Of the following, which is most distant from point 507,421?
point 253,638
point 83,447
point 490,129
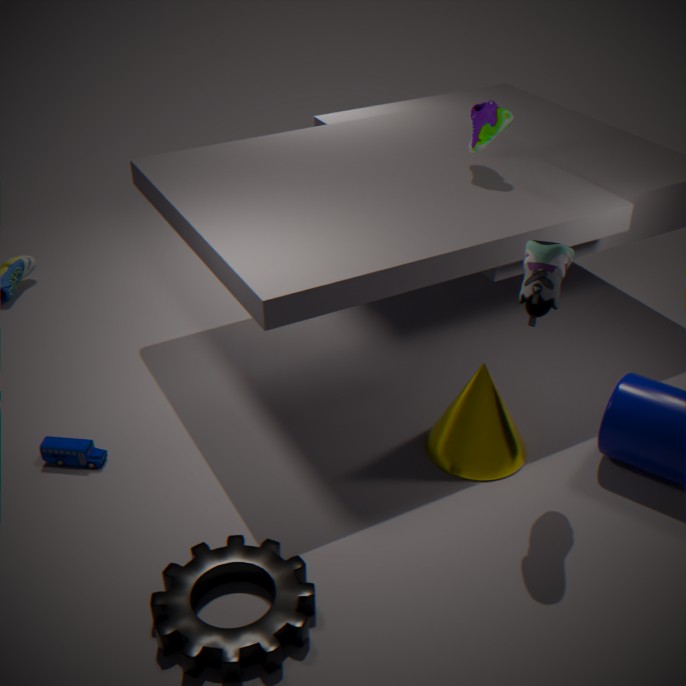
point 83,447
